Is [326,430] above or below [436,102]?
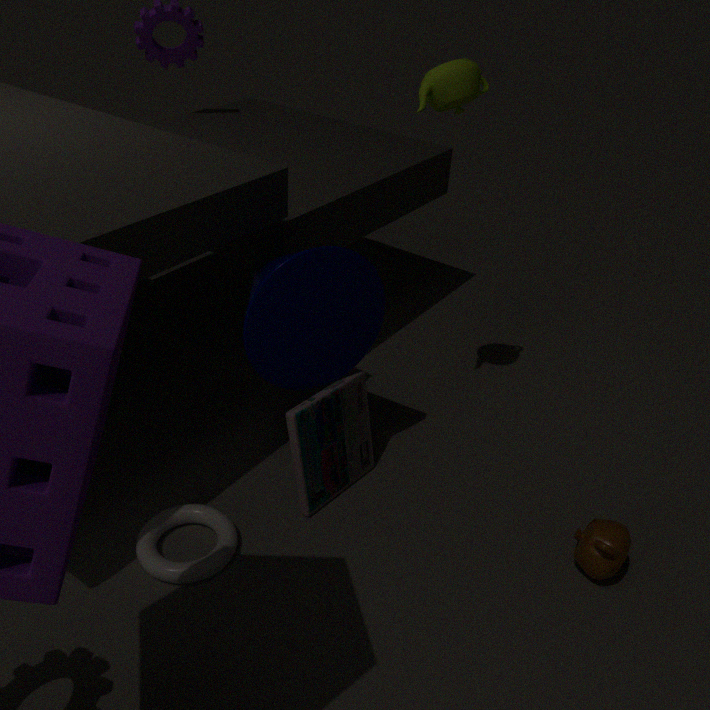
below
